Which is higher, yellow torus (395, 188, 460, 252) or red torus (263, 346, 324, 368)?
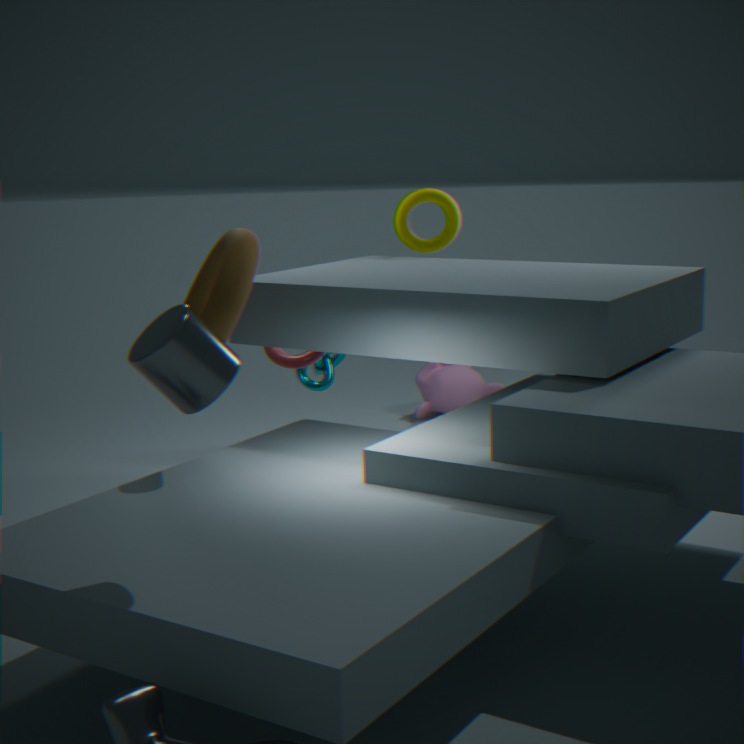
yellow torus (395, 188, 460, 252)
